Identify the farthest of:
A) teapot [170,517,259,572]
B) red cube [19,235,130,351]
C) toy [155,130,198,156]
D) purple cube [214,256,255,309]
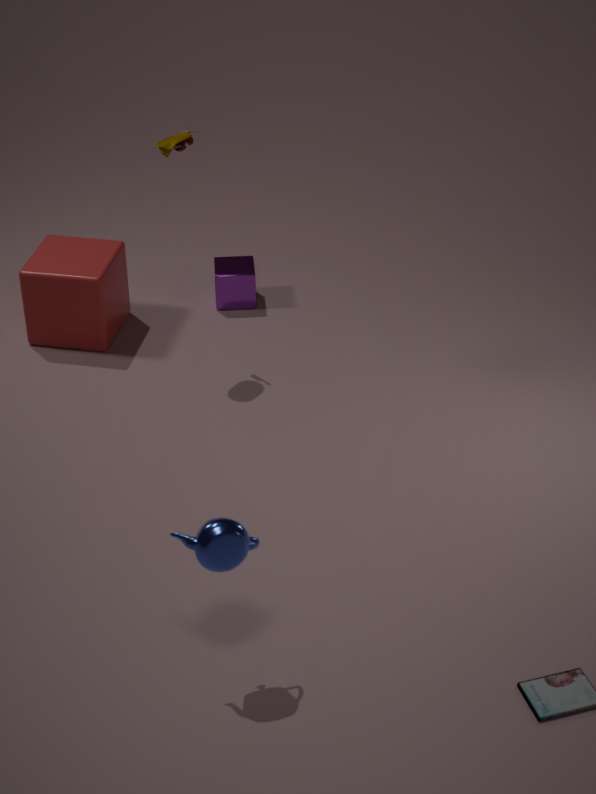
purple cube [214,256,255,309]
